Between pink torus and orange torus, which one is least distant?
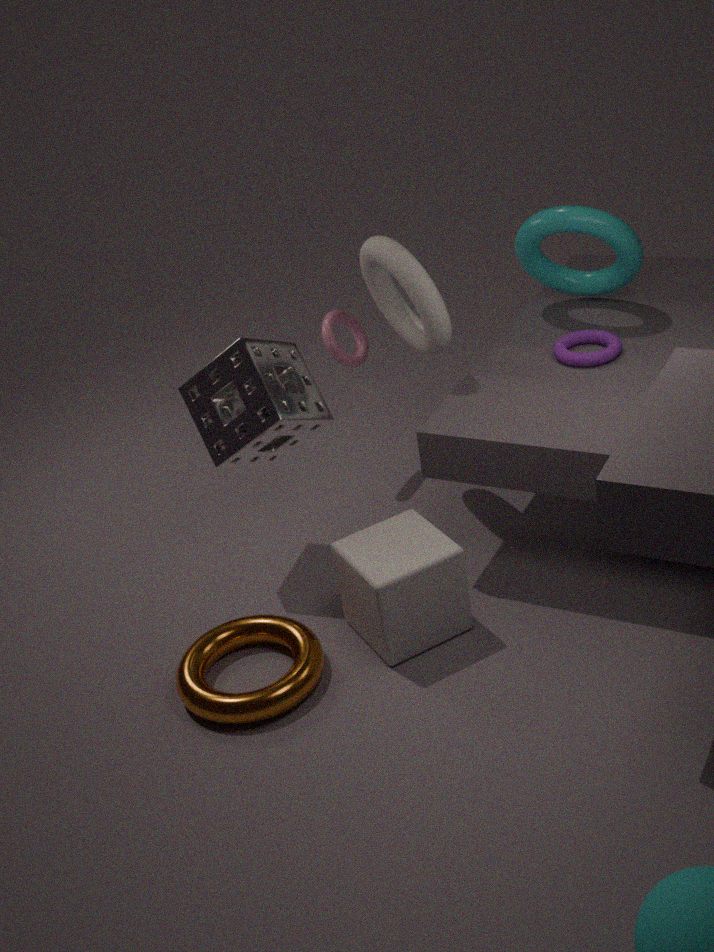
orange torus
